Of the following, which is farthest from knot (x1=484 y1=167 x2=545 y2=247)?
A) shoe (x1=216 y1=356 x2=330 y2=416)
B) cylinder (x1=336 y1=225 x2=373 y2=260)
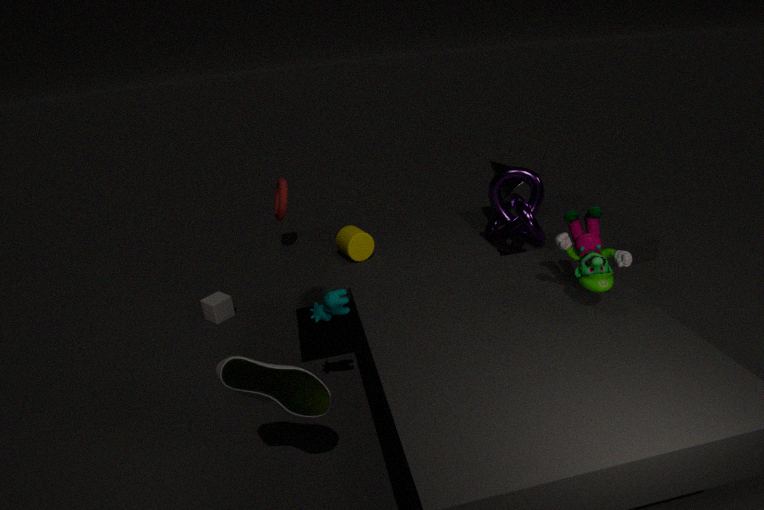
shoe (x1=216 y1=356 x2=330 y2=416)
